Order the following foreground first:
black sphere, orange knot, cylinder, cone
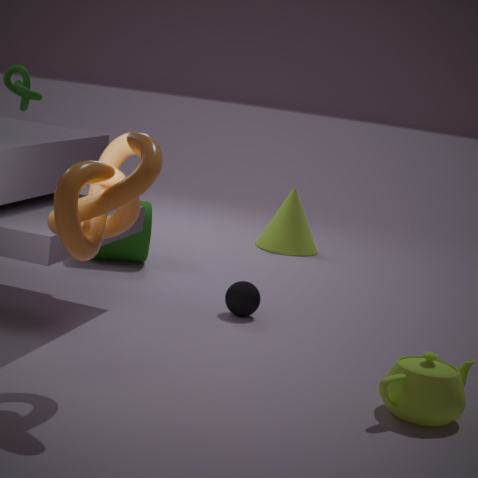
1. orange knot
2. black sphere
3. cylinder
4. cone
